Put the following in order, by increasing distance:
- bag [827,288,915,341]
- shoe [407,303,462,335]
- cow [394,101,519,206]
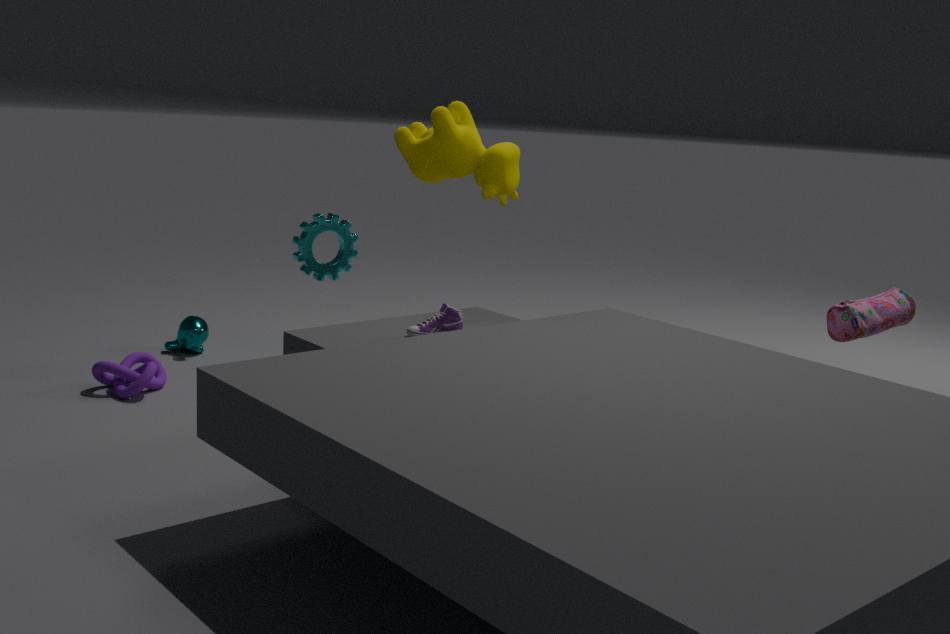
shoe [407,303,462,335] → cow [394,101,519,206] → bag [827,288,915,341]
